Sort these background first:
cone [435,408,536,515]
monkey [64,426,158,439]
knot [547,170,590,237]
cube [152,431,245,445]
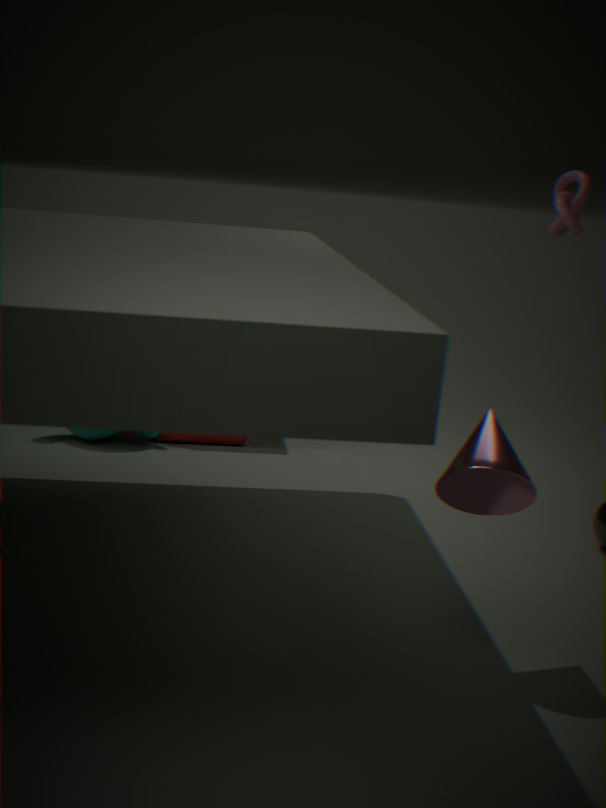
cube [152,431,245,445], knot [547,170,590,237], monkey [64,426,158,439], cone [435,408,536,515]
